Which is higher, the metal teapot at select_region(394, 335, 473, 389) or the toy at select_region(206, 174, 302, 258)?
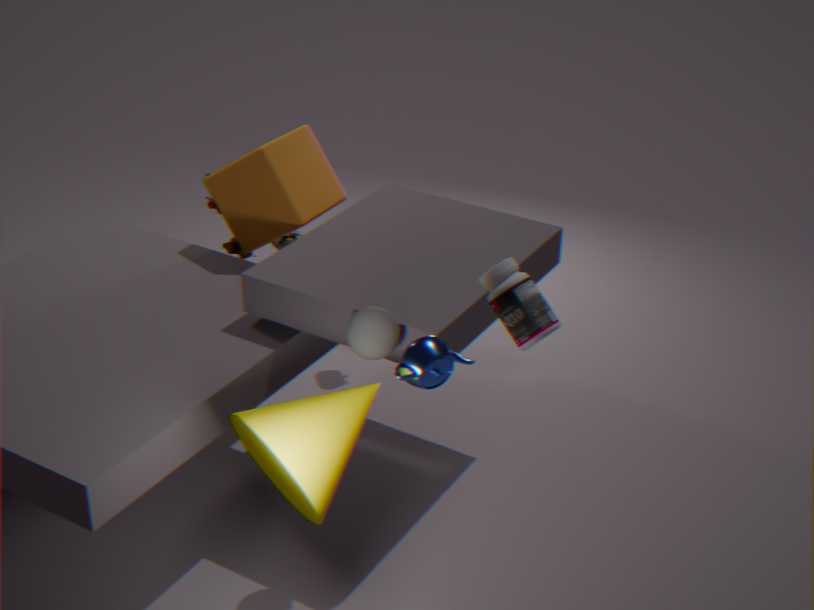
the metal teapot at select_region(394, 335, 473, 389)
